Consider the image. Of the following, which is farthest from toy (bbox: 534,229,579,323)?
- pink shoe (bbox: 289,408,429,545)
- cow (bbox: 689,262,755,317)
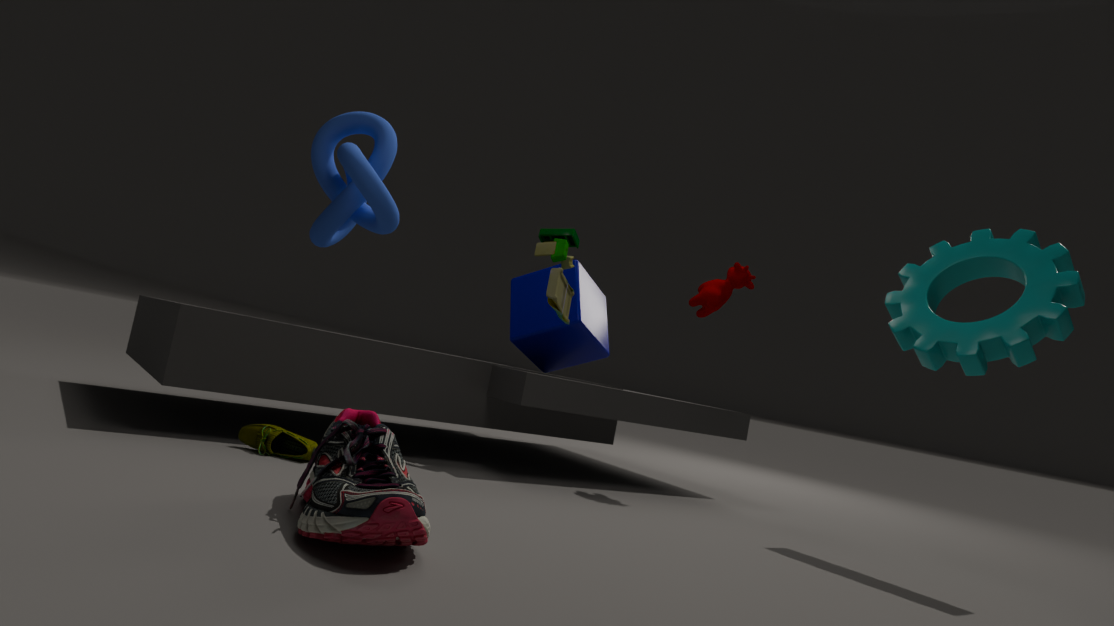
pink shoe (bbox: 289,408,429,545)
